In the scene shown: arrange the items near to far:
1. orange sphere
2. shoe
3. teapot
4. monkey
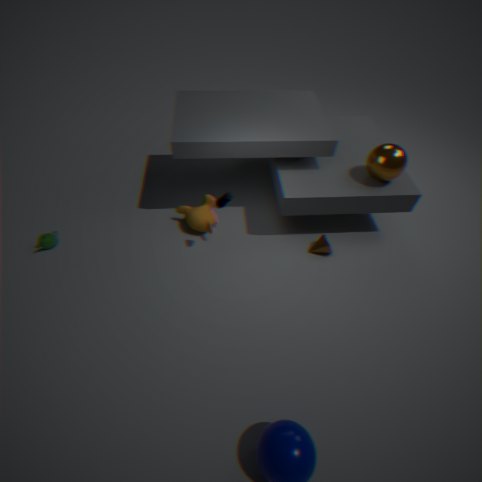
shoe, orange sphere, teapot, monkey
